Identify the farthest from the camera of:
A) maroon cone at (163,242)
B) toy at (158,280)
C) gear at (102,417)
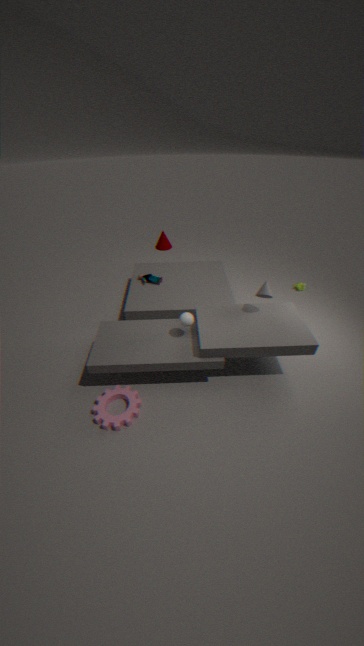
maroon cone at (163,242)
